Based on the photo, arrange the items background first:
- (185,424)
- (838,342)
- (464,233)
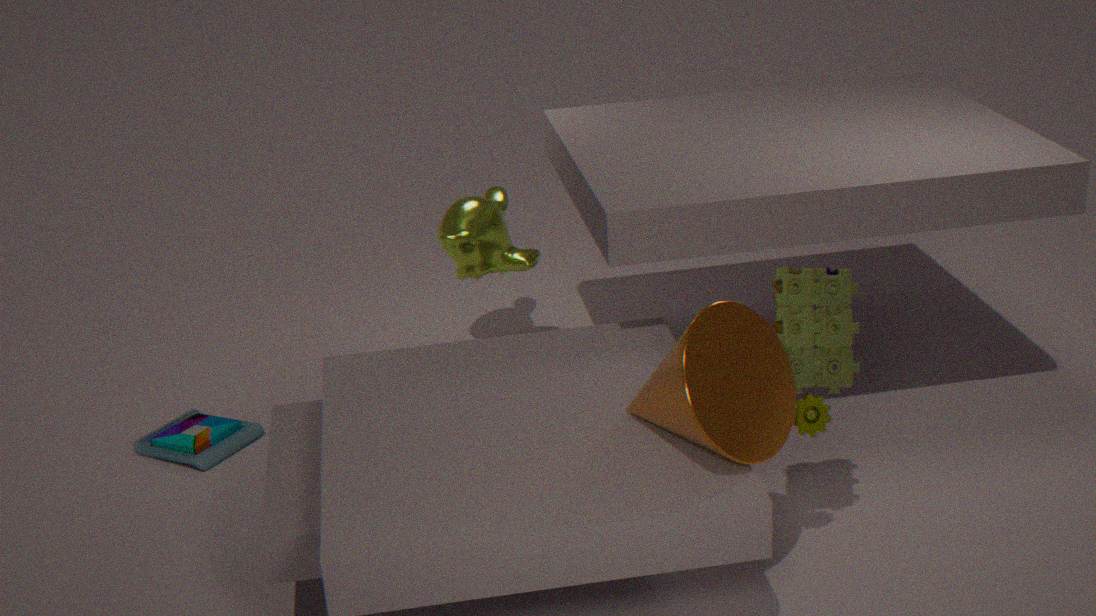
(464,233), (185,424), (838,342)
